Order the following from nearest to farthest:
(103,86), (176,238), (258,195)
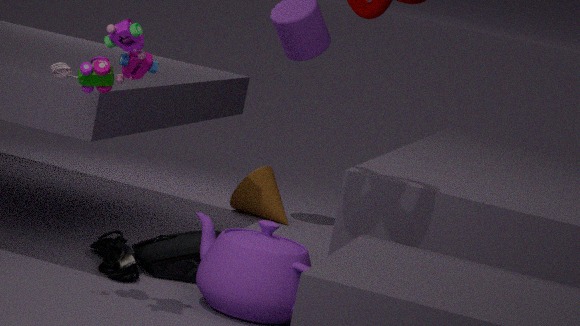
(103,86) < (176,238) < (258,195)
